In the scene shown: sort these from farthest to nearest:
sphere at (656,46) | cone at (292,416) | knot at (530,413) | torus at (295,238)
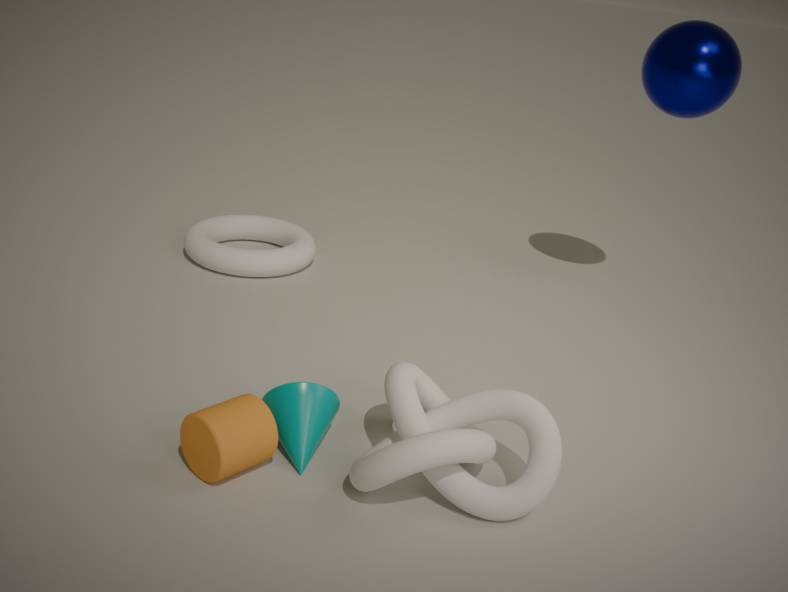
1. torus at (295,238)
2. sphere at (656,46)
3. cone at (292,416)
4. knot at (530,413)
